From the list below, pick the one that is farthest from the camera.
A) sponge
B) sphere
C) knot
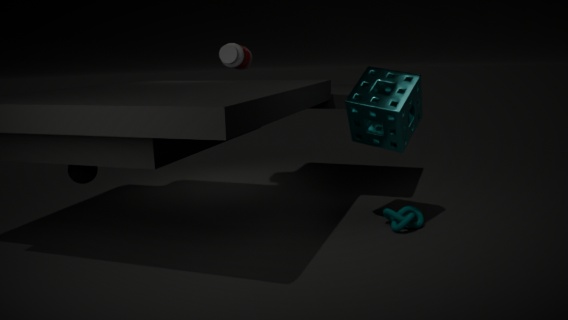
knot
